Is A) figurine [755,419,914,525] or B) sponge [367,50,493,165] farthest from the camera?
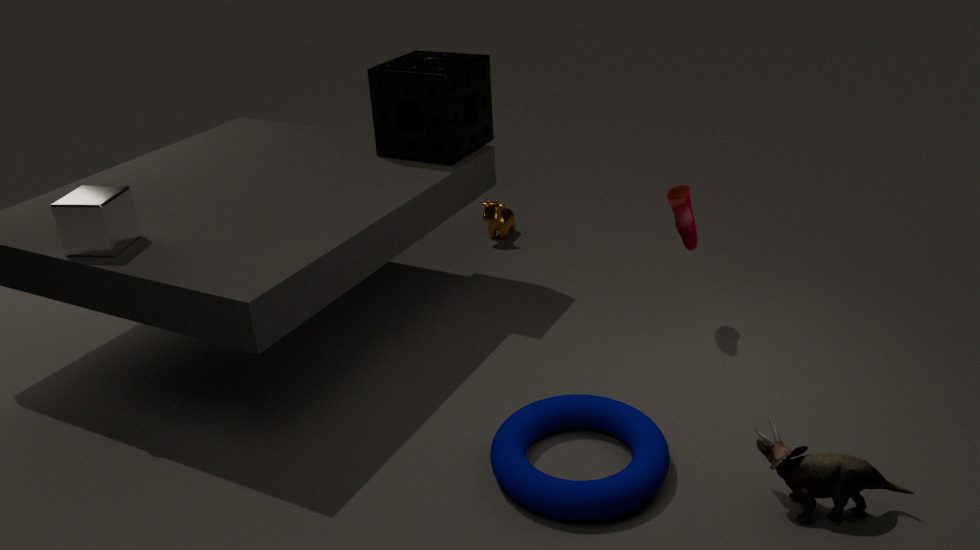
B. sponge [367,50,493,165]
